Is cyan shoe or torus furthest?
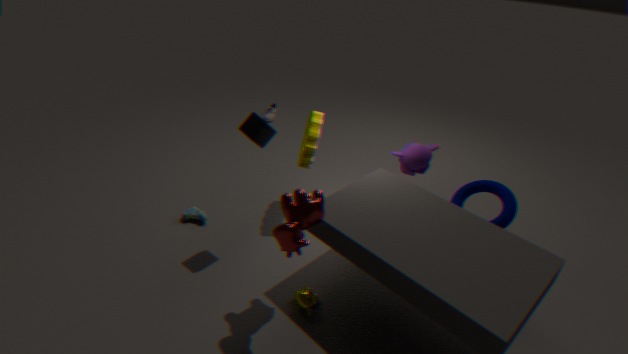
cyan shoe
